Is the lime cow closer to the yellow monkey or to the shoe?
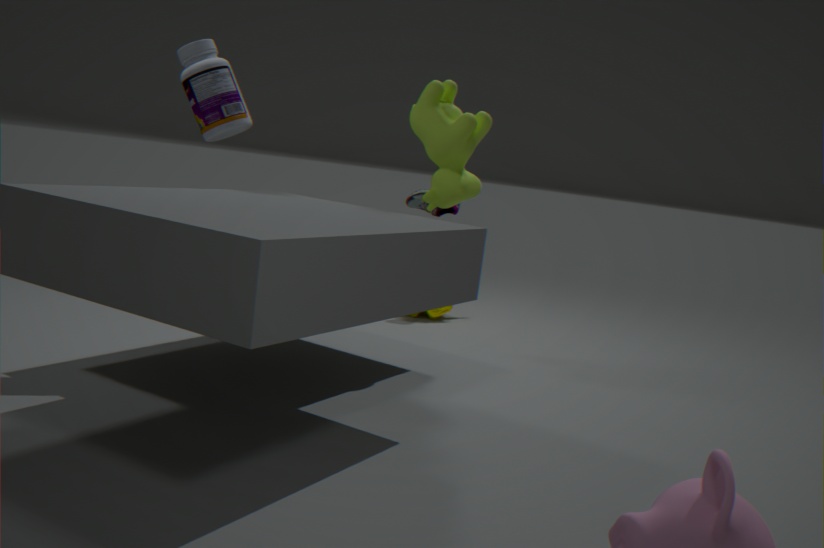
the shoe
